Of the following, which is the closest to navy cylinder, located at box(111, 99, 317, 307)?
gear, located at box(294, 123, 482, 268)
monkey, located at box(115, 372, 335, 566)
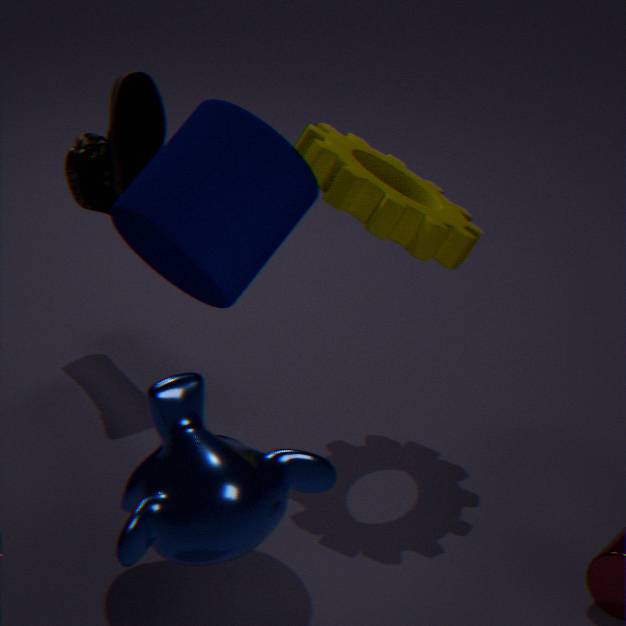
gear, located at box(294, 123, 482, 268)
